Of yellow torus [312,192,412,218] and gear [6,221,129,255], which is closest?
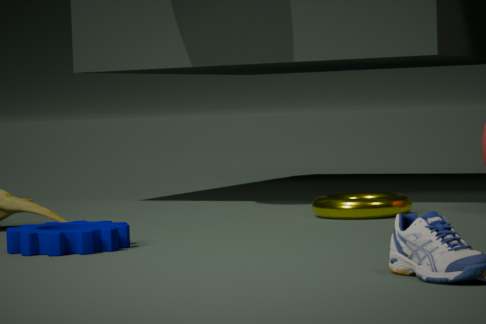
gear [6,221,129,255]
